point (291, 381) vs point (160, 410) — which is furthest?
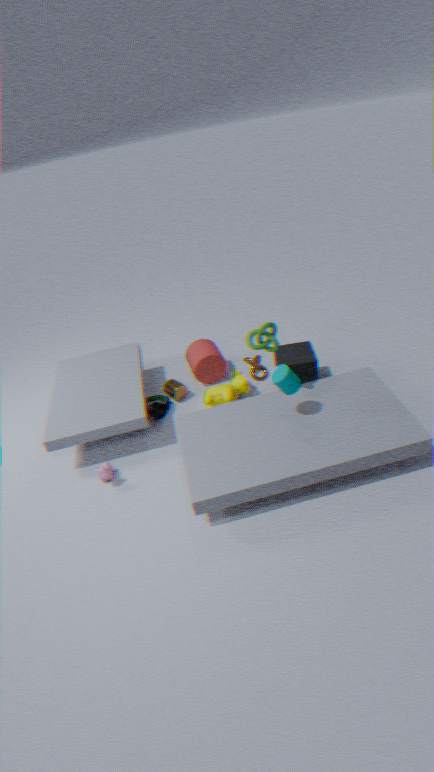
point (160, 410)
